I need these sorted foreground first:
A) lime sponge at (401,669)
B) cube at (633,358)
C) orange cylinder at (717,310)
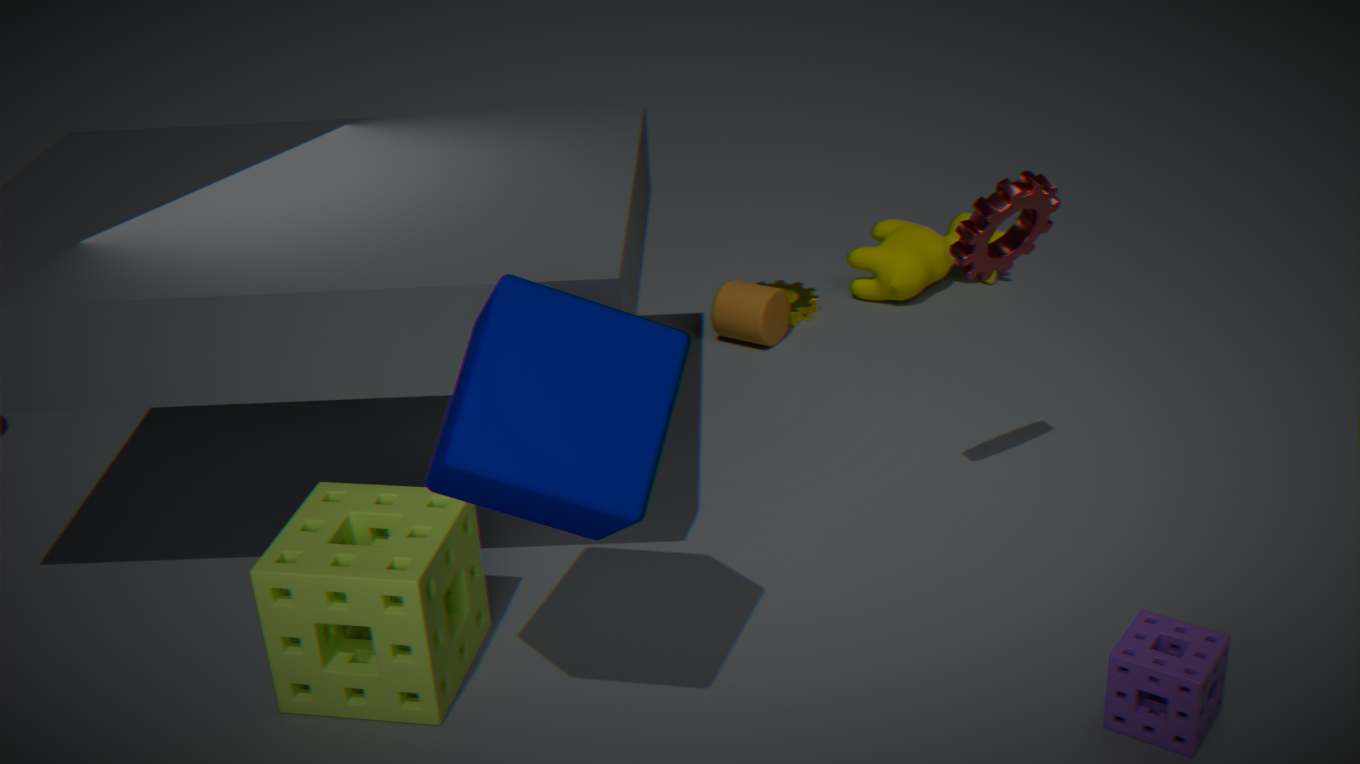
B. cube at (633,358) → A. lime sponge at (401,669) → C. orange cylinder at (717,310)
